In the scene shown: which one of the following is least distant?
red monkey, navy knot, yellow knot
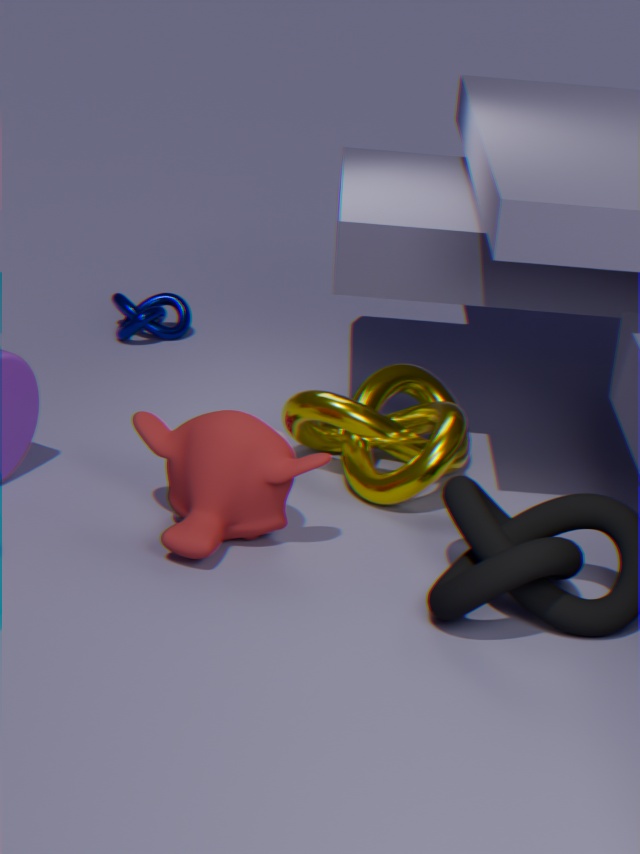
red monkey
